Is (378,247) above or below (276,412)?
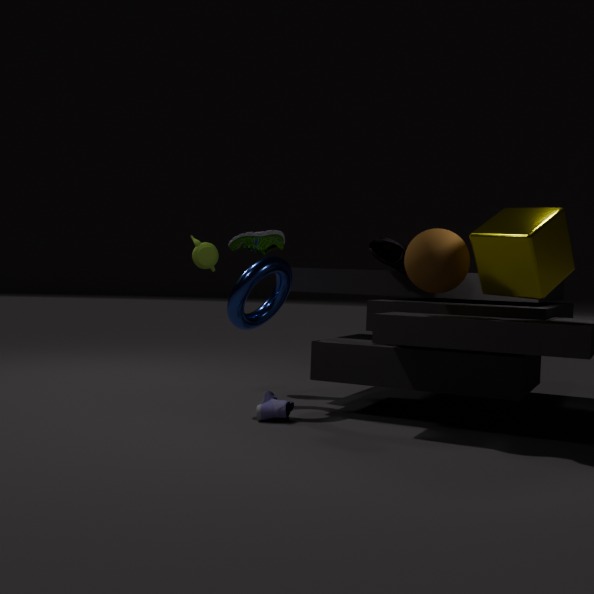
above
